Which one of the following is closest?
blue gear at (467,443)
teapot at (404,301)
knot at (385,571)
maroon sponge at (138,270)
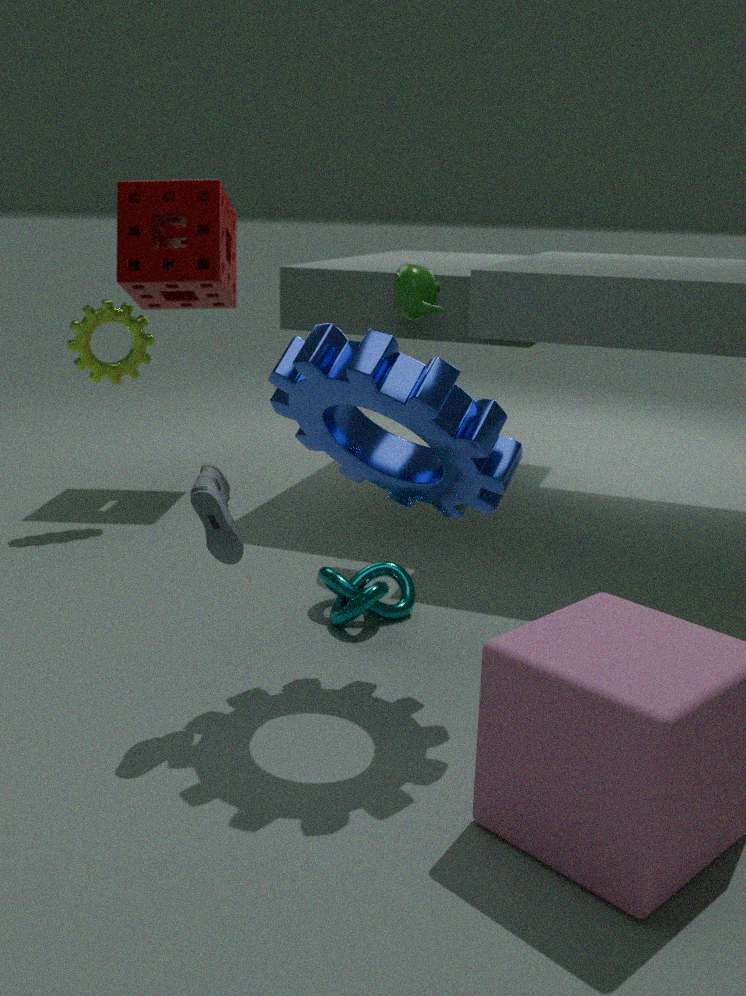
blue gear at (467,443)
